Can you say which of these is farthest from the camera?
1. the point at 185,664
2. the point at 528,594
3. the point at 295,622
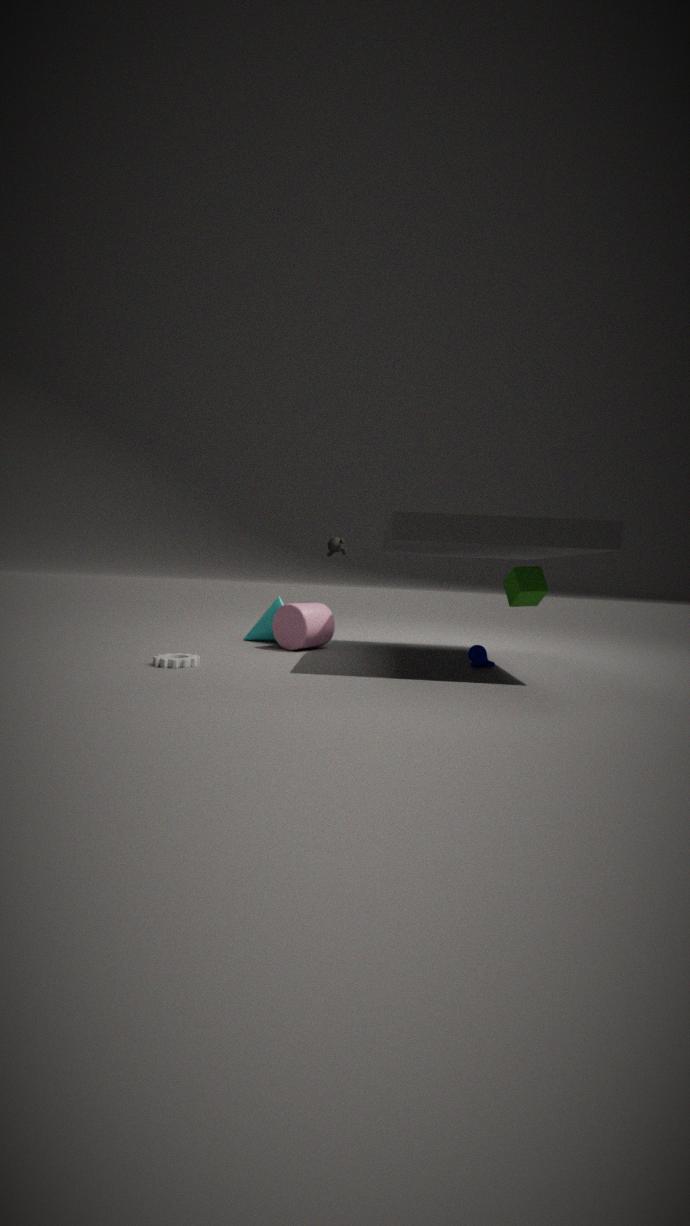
the point at 295,622
